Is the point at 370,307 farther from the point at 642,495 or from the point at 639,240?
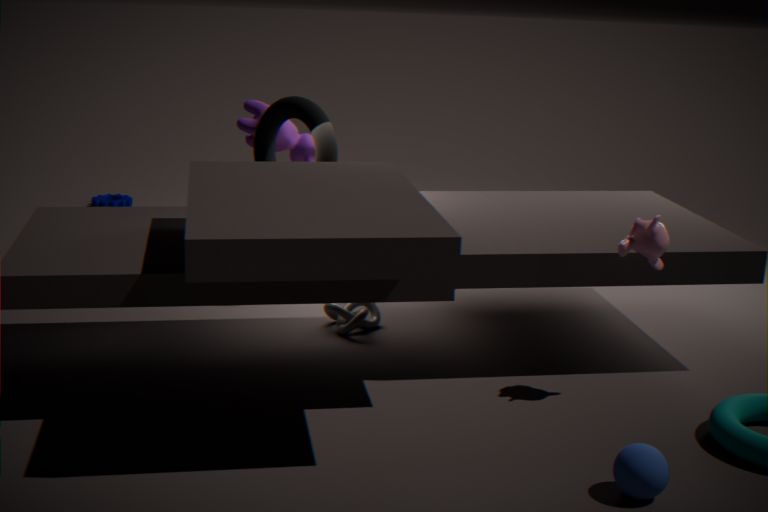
the point at 642,495
